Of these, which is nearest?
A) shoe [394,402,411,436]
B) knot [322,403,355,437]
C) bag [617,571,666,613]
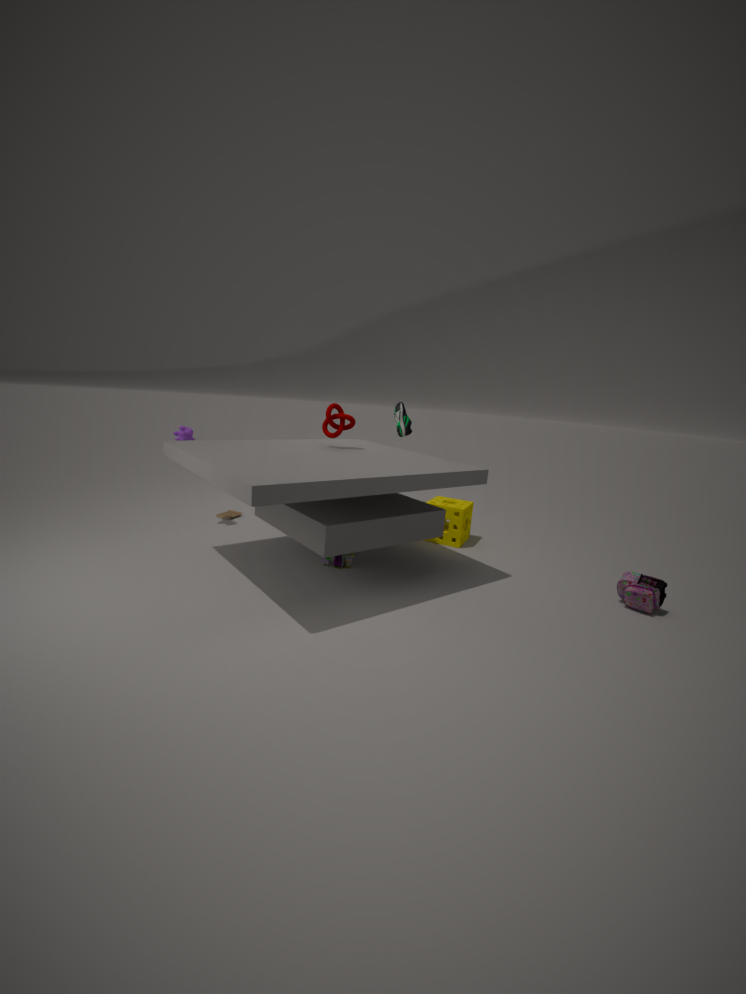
bag [617,571,666,613]
